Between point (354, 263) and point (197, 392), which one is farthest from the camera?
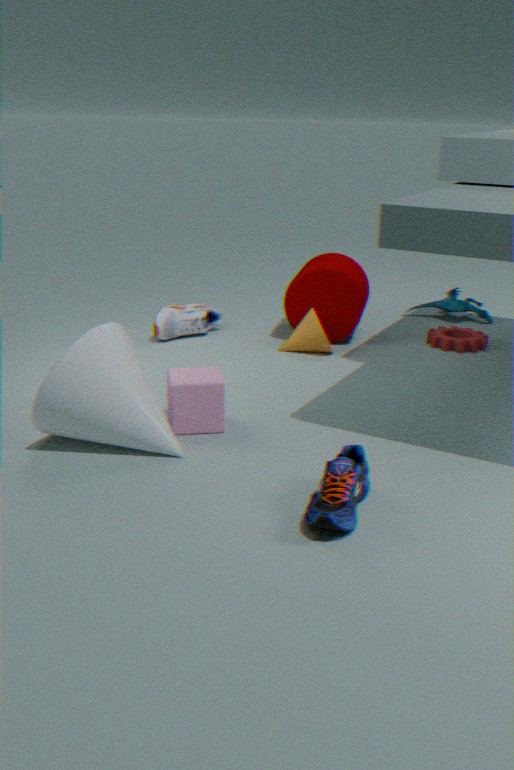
point (354, 263)
